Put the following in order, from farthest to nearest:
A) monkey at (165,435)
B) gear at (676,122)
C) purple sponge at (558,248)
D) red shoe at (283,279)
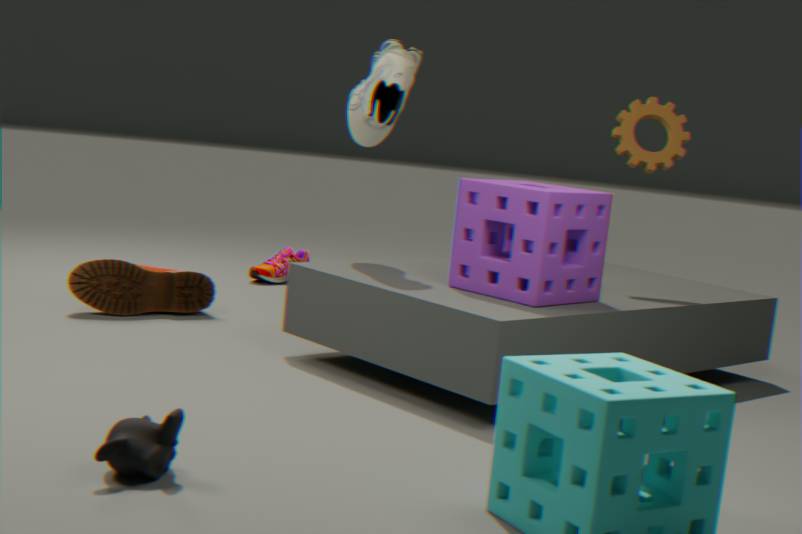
red shoe at (283,279) < gear at (676,122) < purple sponge at (558,248) < monkey at (165,435)
